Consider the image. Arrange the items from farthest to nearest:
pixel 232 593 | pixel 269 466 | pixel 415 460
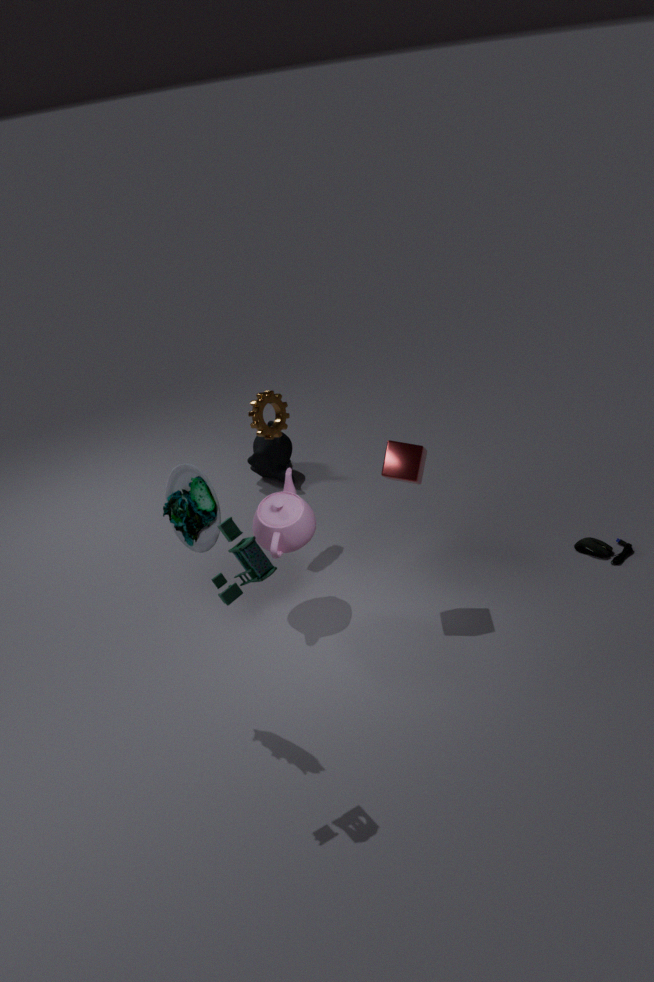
pixel 269 466
pixel 415 460
pixel 232 593
